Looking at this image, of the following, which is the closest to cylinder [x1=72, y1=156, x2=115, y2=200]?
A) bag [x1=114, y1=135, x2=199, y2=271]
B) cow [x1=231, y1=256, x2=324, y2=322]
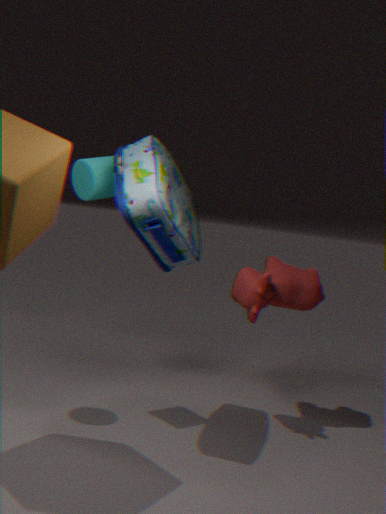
bag [x1=114, y1=135, x2=199, y2=271]
